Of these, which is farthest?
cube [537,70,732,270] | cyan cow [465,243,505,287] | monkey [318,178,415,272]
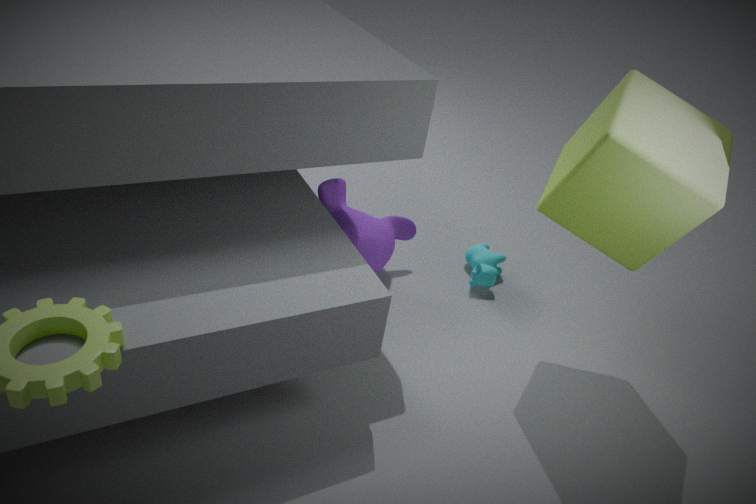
cyan cow [465,243,505,287]
